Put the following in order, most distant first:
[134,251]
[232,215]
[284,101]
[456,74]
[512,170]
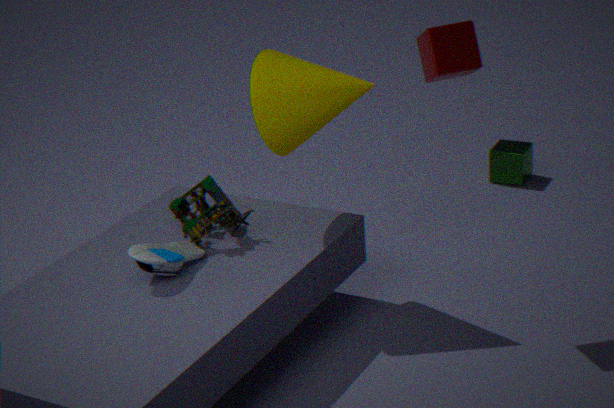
1. [512,170]
2. [232,215]
3. [284,101]
4. [456,74]
5. [134,251]
